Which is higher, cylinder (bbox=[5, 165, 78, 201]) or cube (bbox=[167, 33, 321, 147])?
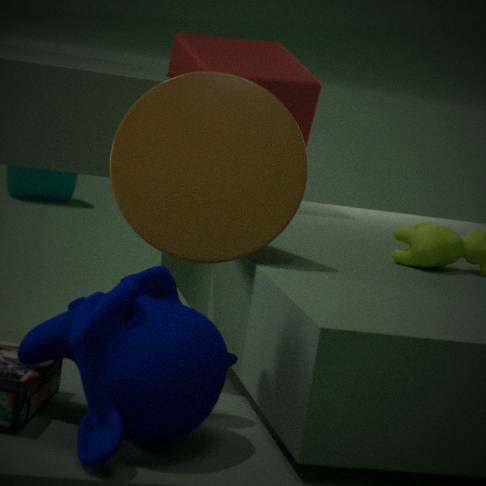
cube (bbox=[167, 33, 321, 147])
